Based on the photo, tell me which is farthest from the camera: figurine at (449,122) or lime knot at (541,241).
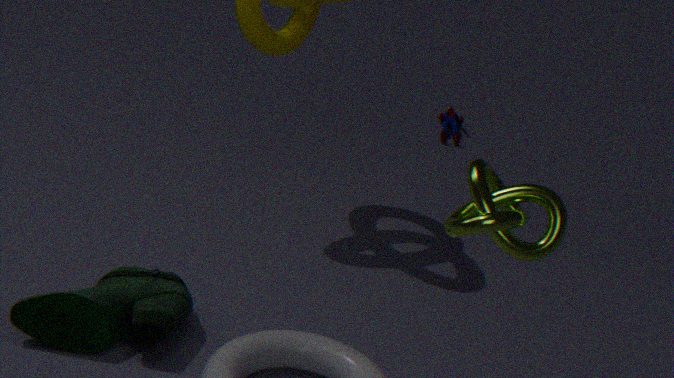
figurine at (449,122)
